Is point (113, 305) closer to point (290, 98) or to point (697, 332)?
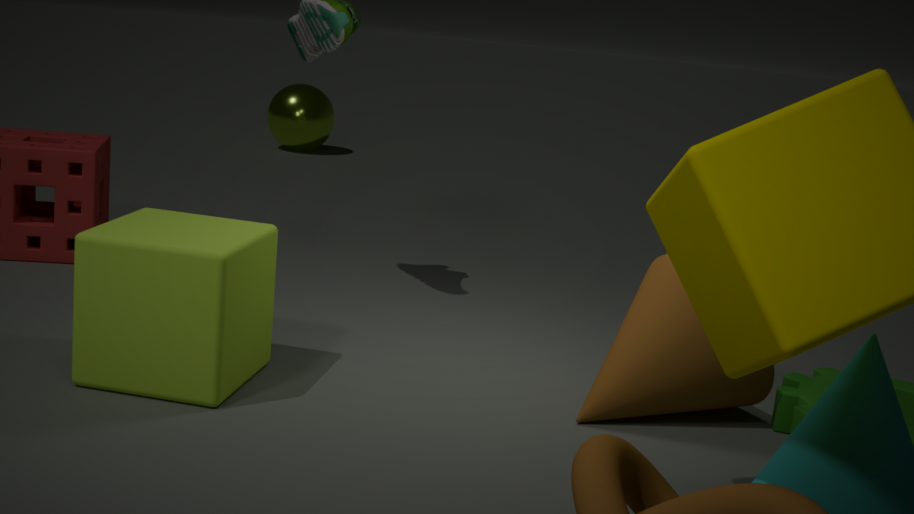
point (697, 332)
